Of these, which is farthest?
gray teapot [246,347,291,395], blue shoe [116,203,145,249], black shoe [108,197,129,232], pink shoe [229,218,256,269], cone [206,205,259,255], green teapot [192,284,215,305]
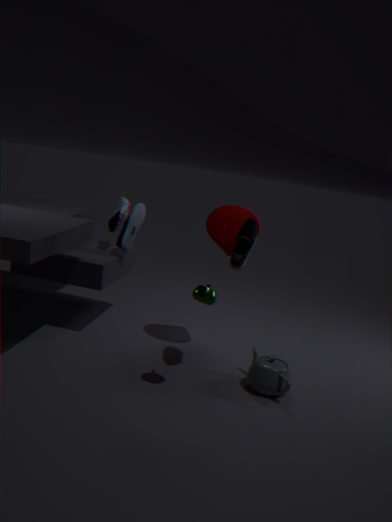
black shoe [108,197,129,232]
